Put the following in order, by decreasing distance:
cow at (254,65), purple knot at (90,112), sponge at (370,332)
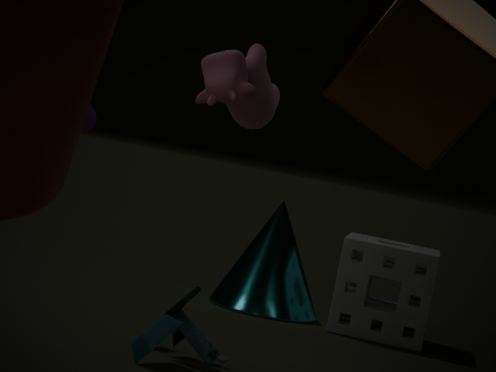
sponge at (370,332)
purple knot at (90,112)
cow at (254,65)
